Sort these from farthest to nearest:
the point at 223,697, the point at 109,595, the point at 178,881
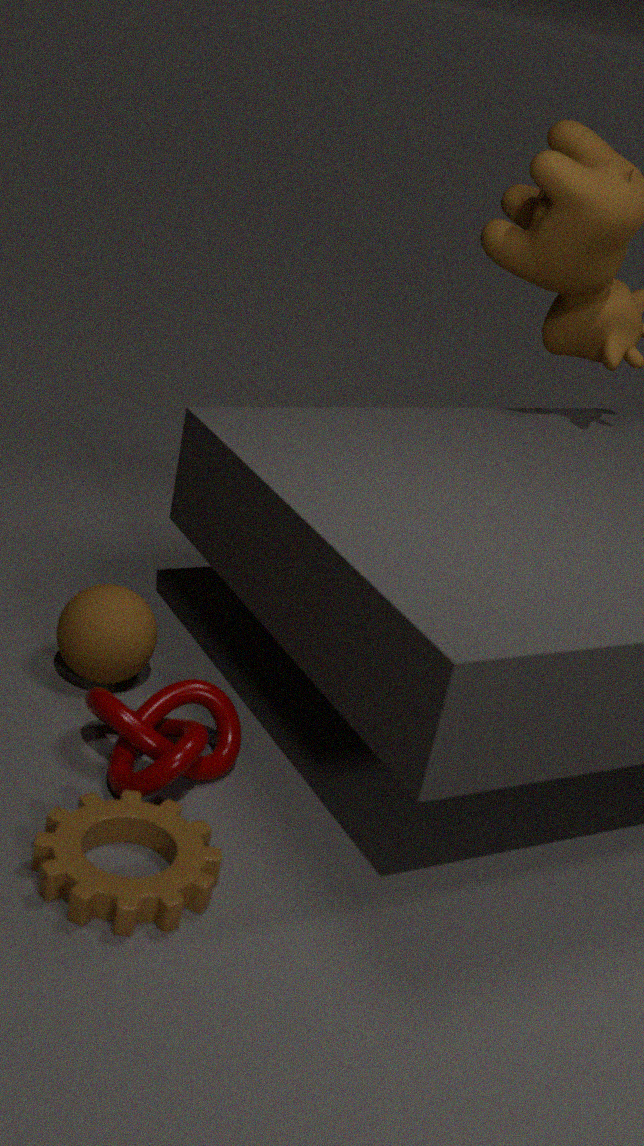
1. the point at 109,595
2. the point at 223,697
3. the point at 178,881
